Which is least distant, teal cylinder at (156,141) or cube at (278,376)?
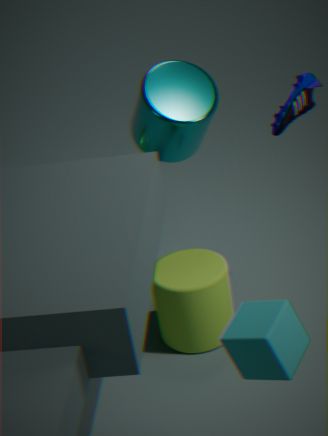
cube at (278,376)
